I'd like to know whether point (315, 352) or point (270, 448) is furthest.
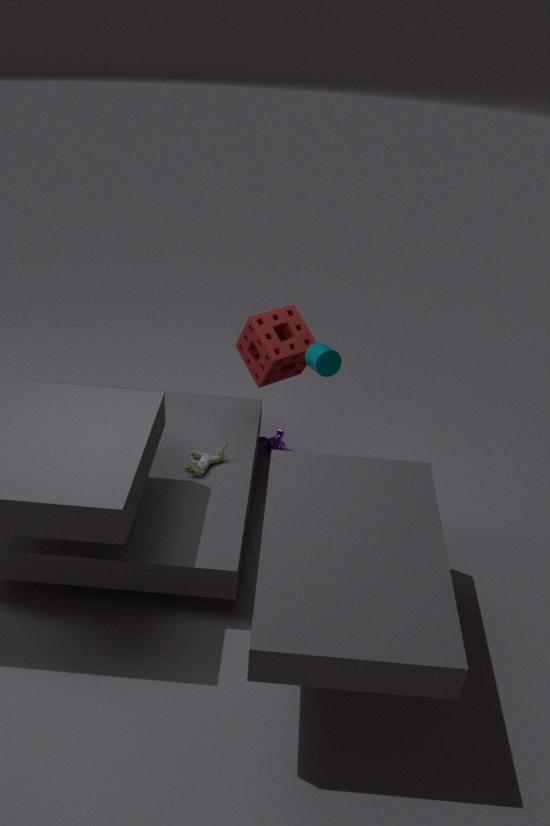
point (270, 448)
